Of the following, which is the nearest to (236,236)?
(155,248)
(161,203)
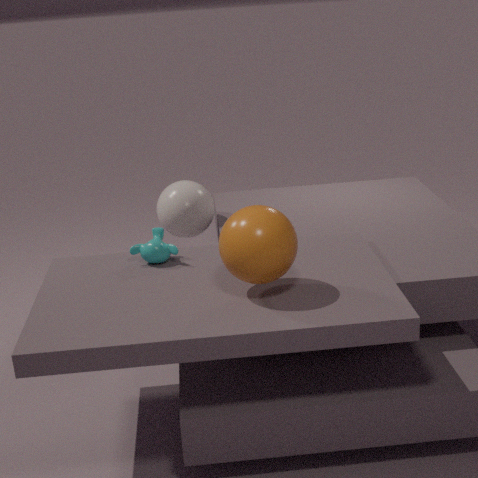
(155,248)
